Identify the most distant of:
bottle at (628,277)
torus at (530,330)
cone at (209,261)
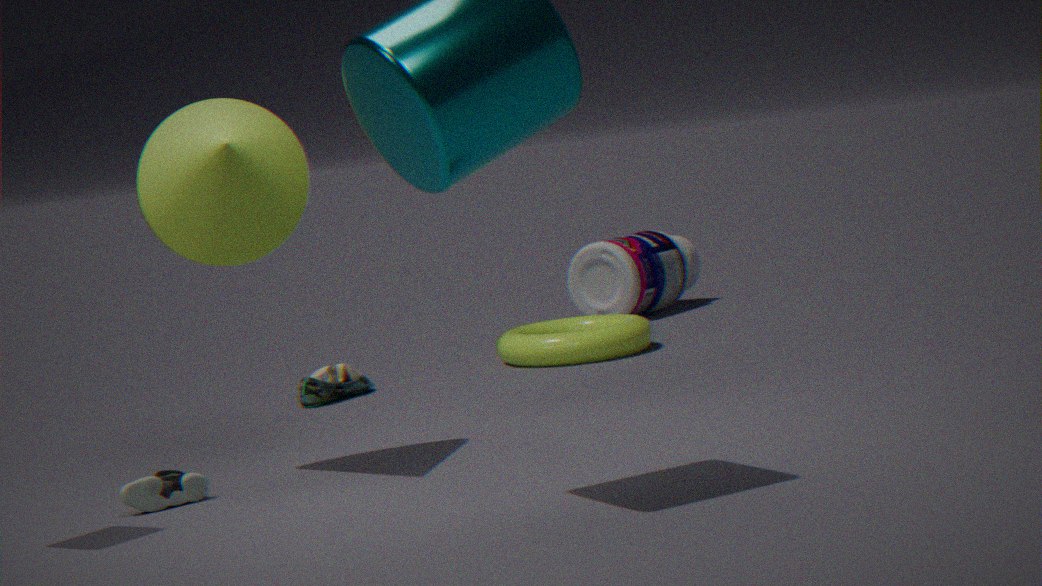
bottle at (628,277)
